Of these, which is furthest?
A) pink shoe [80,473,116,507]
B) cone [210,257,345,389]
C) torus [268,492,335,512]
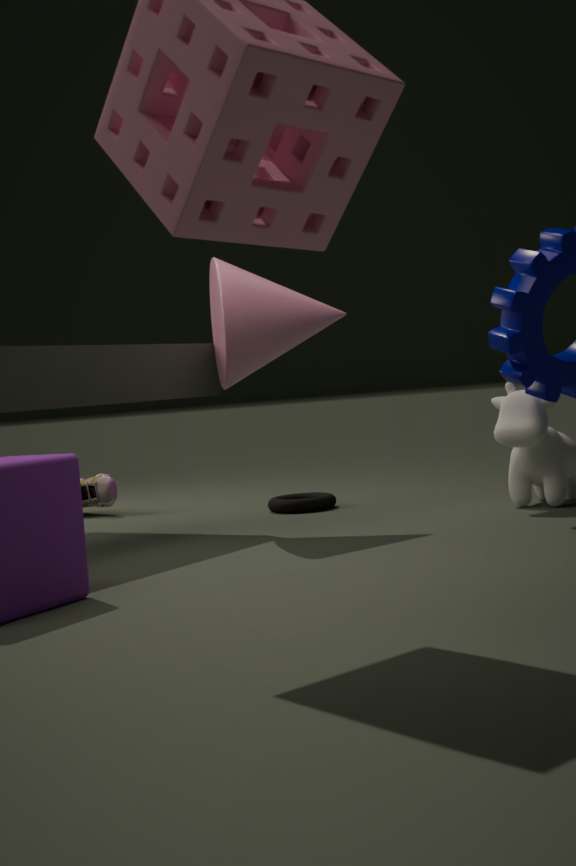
pink shoe [80,473,116,507]
